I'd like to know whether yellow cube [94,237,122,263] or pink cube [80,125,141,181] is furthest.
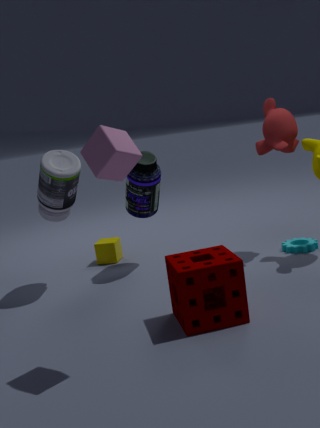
yellow cube [94,237,122,263]
